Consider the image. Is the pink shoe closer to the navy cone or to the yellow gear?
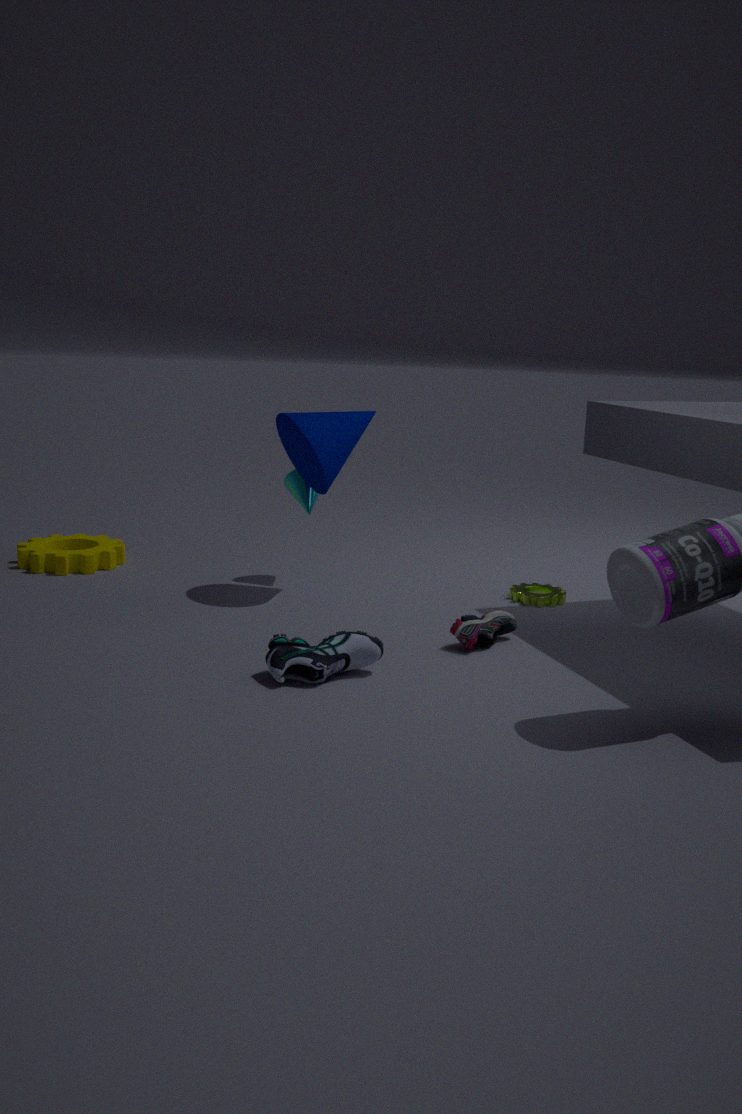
the navy cone
